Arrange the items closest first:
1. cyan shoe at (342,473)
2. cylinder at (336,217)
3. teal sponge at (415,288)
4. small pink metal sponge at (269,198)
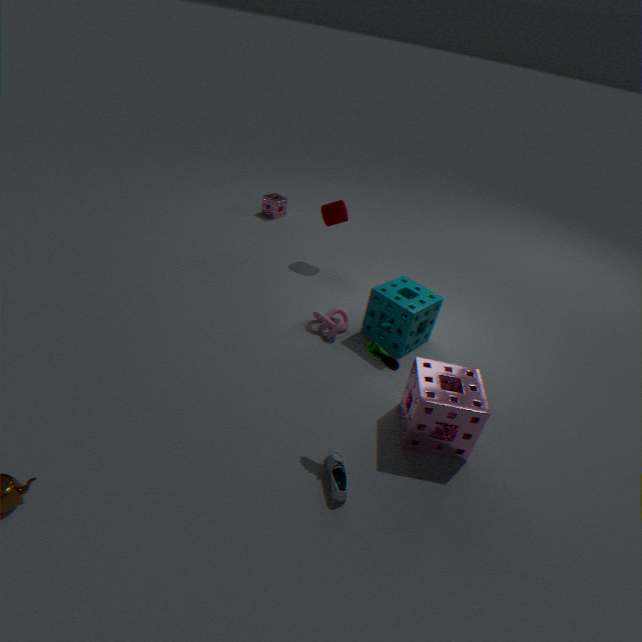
cyan shoe at (342,473) → teal sponge at (415,288) → cylinder at (336,217) → small pink metal sponge at (269,198)
